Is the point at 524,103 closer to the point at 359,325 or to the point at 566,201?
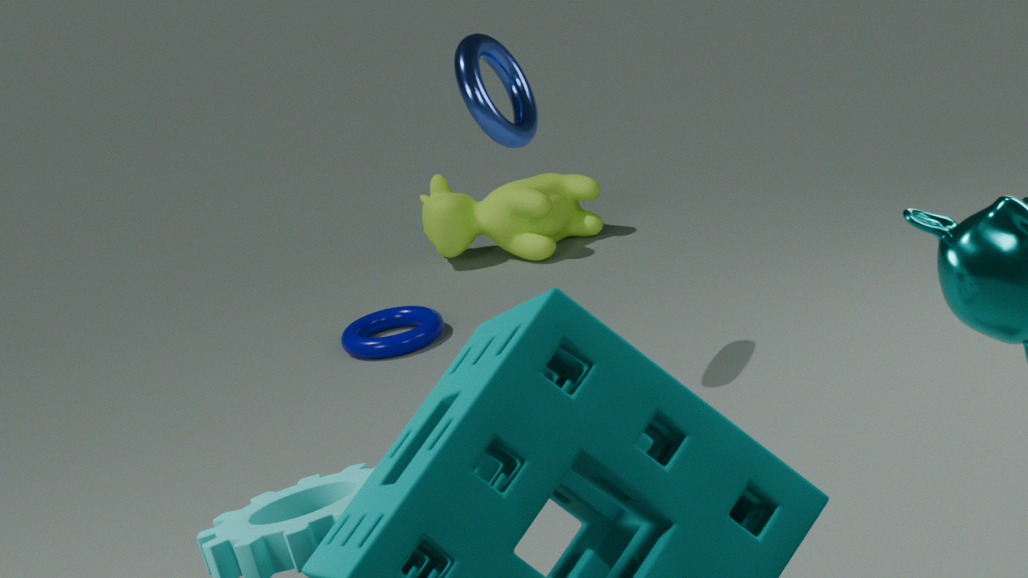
the point at 359,325
